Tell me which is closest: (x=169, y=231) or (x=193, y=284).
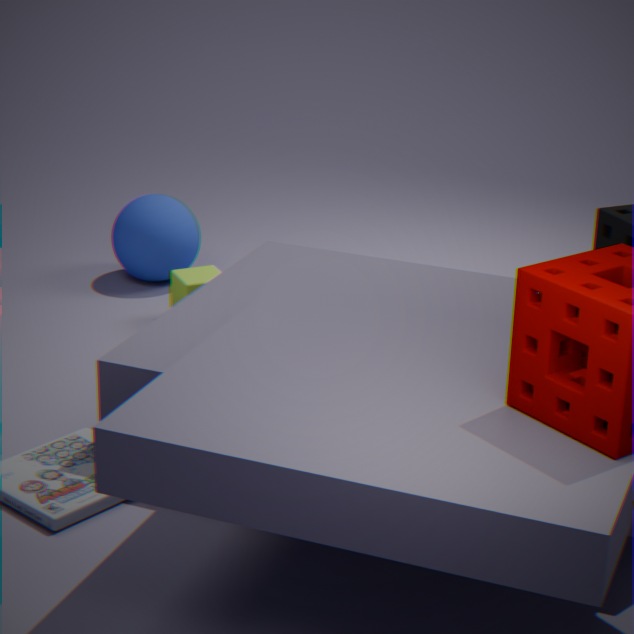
(x=193, y=284)
